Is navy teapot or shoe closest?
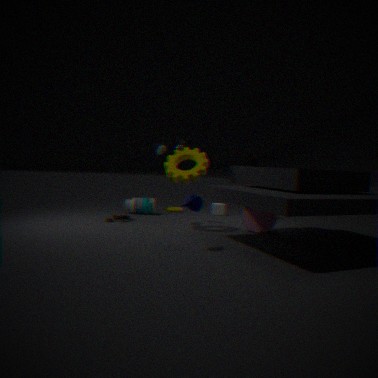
navy teapot
